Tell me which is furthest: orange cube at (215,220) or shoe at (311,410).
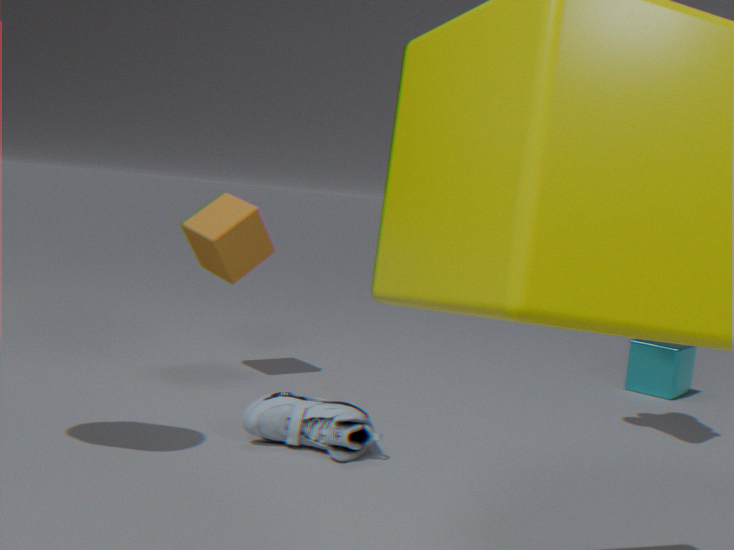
orange cube at (215,220)
